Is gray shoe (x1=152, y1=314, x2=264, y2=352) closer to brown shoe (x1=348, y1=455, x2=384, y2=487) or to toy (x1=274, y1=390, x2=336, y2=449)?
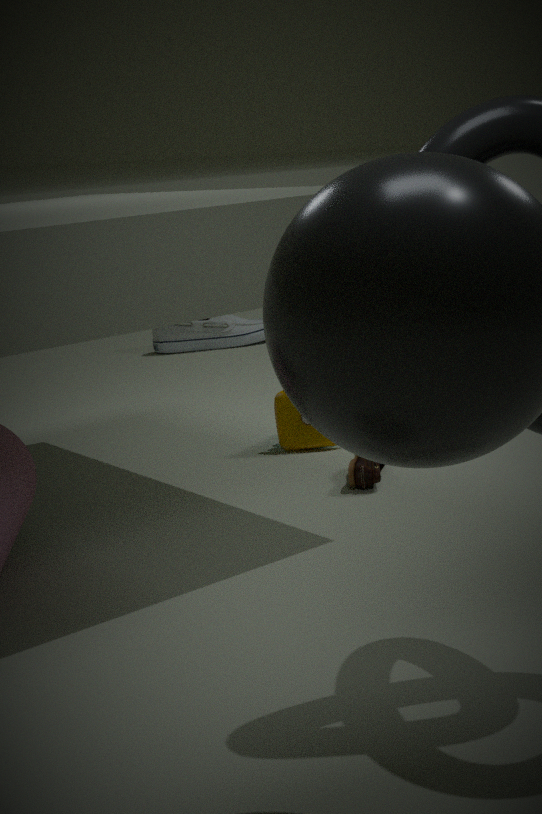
toy (x1=274, y1=390, x2=336, y2=449)
